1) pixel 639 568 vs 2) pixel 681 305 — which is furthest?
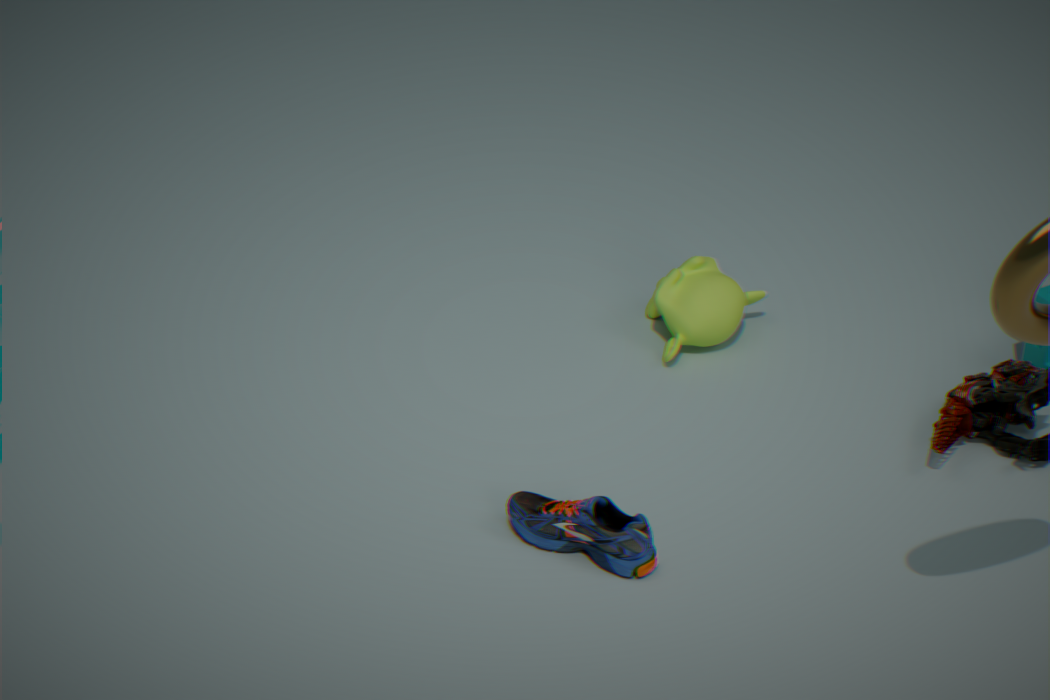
2. pixel 681 305
